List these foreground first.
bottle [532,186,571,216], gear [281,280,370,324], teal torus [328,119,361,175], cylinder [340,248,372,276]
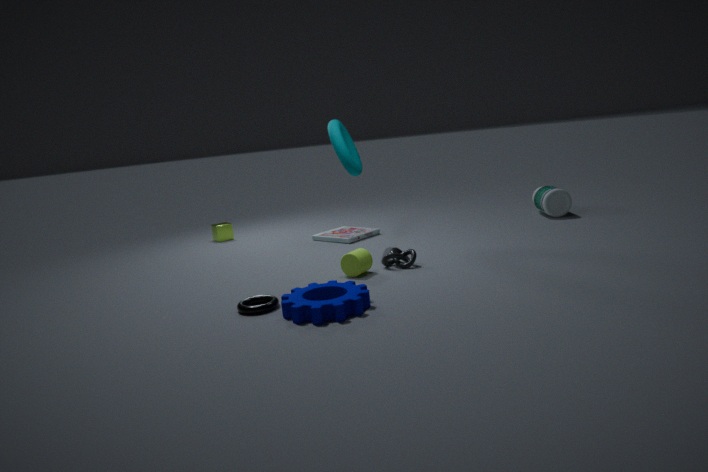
gear [281,280,370,324] < cylinder [340,248,372,276] < teal torus [328,119,361,175] < bottle [532,186,571,216]
